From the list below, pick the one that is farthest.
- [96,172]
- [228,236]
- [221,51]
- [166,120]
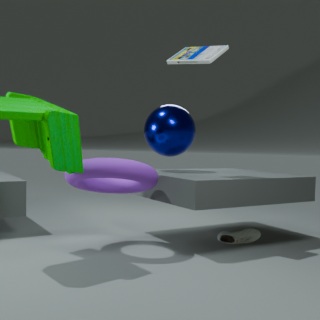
[166,120]
